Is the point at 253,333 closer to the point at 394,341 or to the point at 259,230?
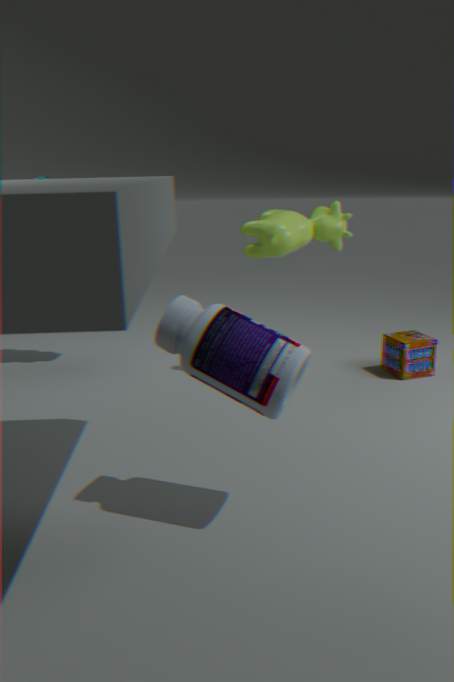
the point at 259,230
